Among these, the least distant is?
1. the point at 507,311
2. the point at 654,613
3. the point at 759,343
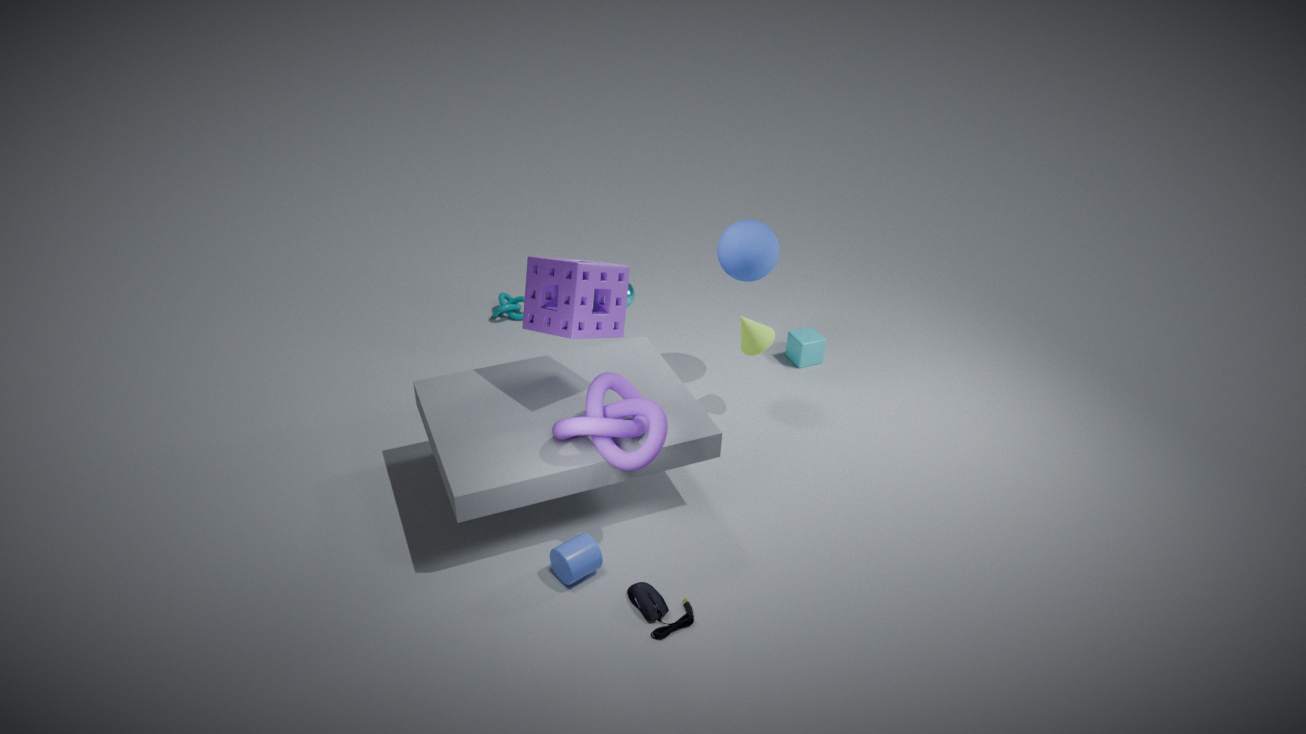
the point at 654,613
